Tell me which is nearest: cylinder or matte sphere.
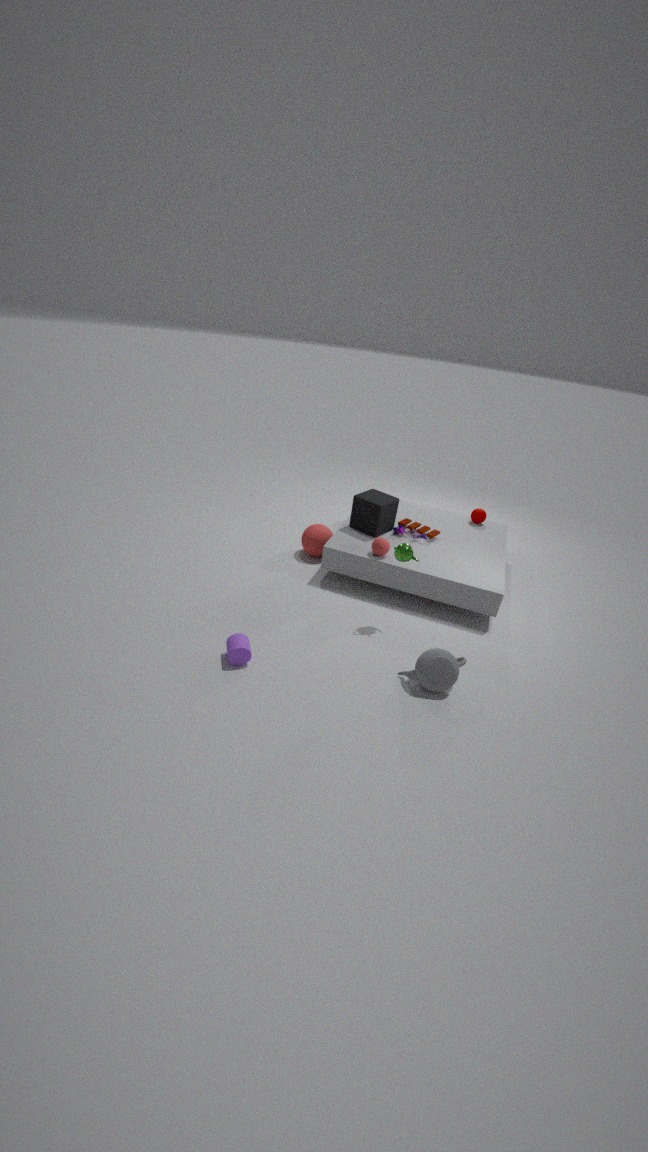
cylinder
